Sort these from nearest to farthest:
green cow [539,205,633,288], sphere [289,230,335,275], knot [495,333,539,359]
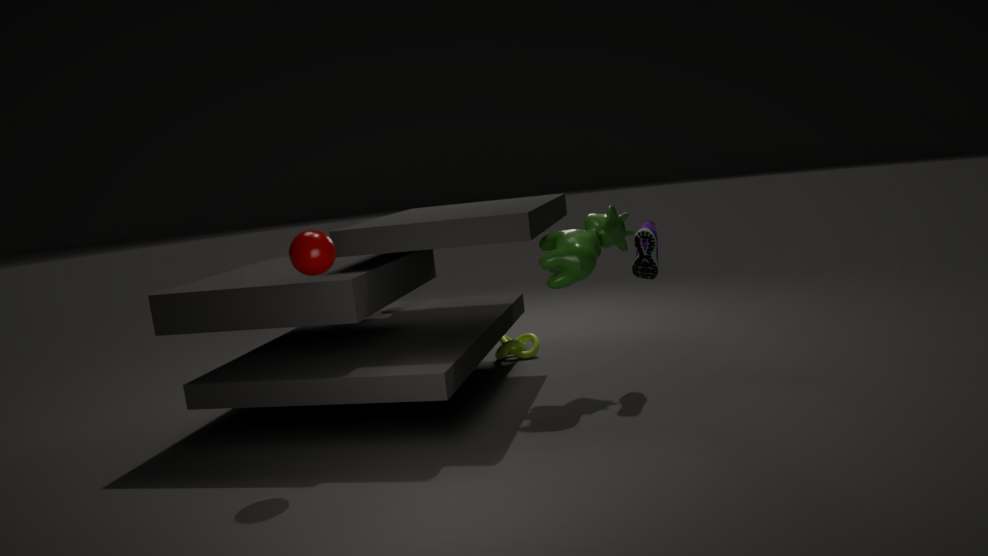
1. sphere [289,230,335,275]
2. green cow [539,205,633,288]
3. knot [495,333,539,359]
